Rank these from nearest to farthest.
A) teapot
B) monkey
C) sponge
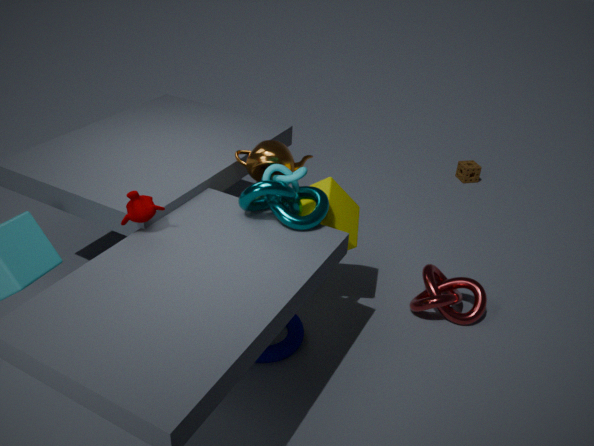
1. monkey
2. teapot
3. sponge
